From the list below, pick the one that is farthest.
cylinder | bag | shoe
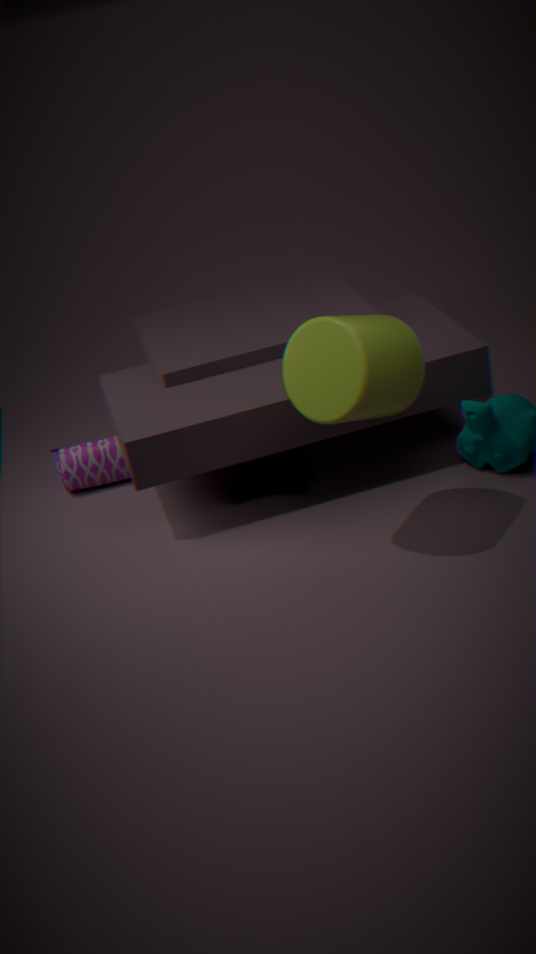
bag
